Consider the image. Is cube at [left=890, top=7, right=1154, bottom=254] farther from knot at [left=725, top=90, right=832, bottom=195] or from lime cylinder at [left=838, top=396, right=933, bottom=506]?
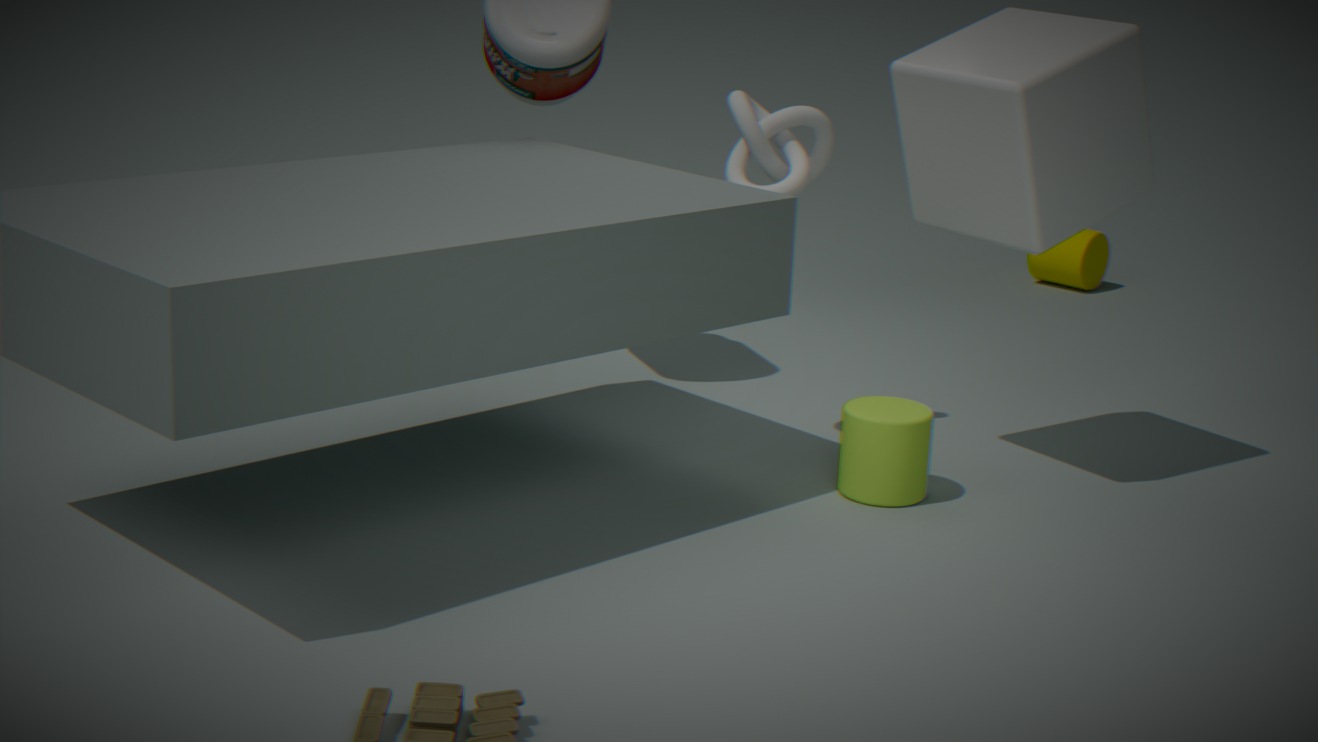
lime cylinder at [left=838, top=396, right=933, bottom=506]
